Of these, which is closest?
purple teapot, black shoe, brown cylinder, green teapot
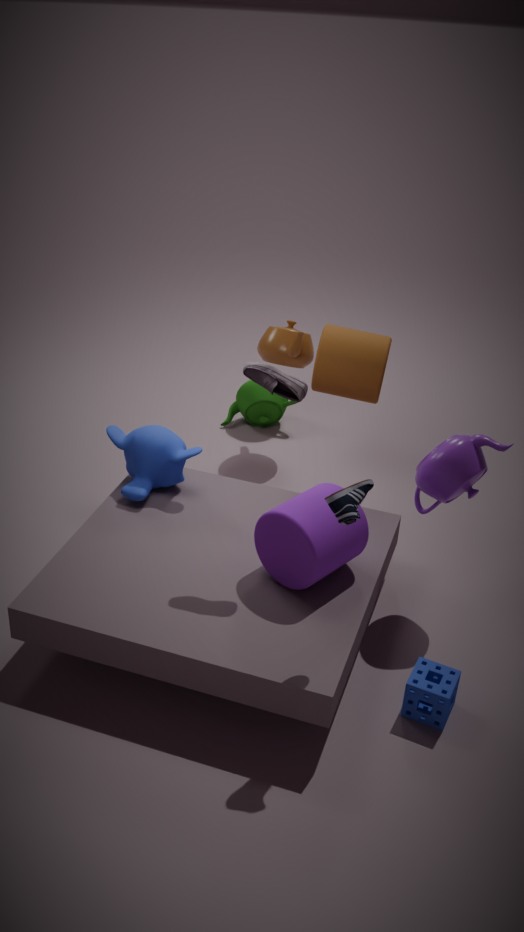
black shoe
